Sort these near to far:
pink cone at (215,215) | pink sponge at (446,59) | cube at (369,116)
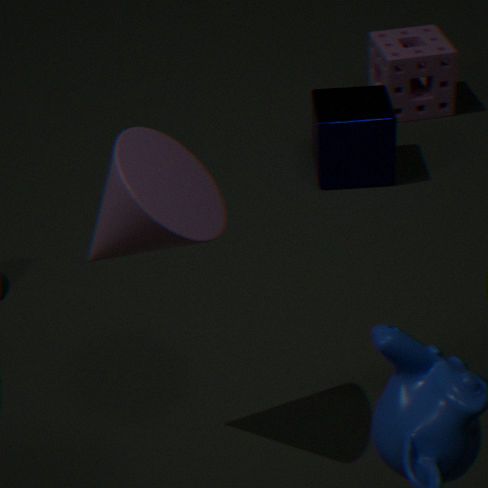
pink cone at (215,215), cube at (369,116), pink sponge at (446,59)
